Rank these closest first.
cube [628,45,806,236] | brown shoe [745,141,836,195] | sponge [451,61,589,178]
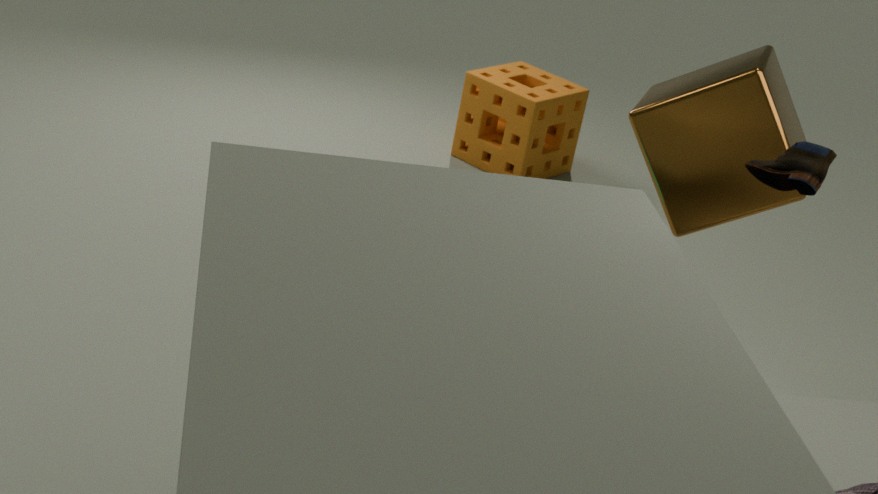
brown shoe [745,141,836,195], cube [628,45,806,236], sponge [451,61,589,178]
